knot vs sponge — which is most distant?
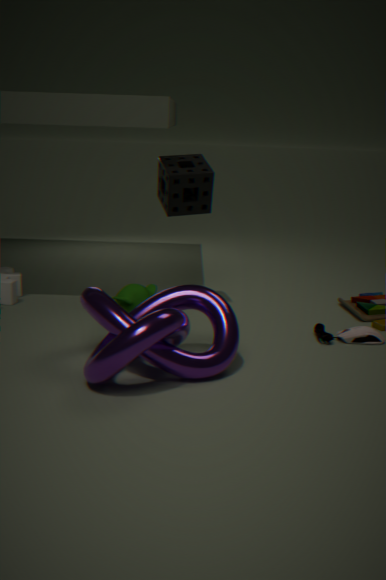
sponge
